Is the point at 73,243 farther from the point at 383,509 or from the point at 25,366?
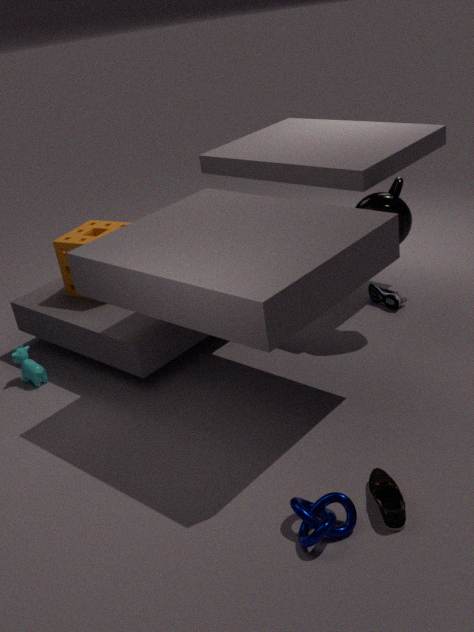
the point at 383,509
